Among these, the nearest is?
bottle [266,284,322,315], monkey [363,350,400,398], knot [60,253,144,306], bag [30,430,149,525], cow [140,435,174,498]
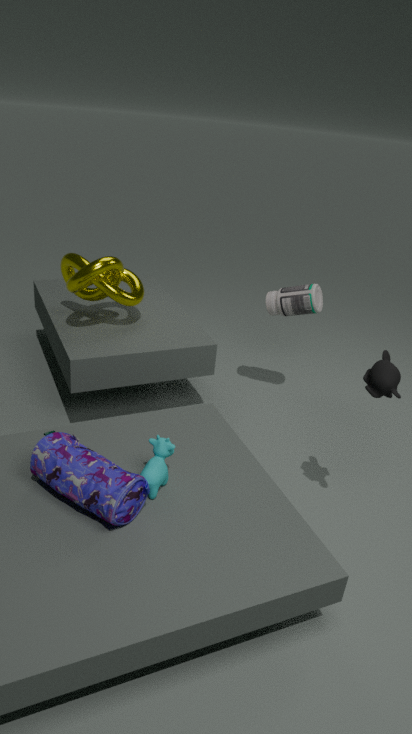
bag [30,430,149,525]
